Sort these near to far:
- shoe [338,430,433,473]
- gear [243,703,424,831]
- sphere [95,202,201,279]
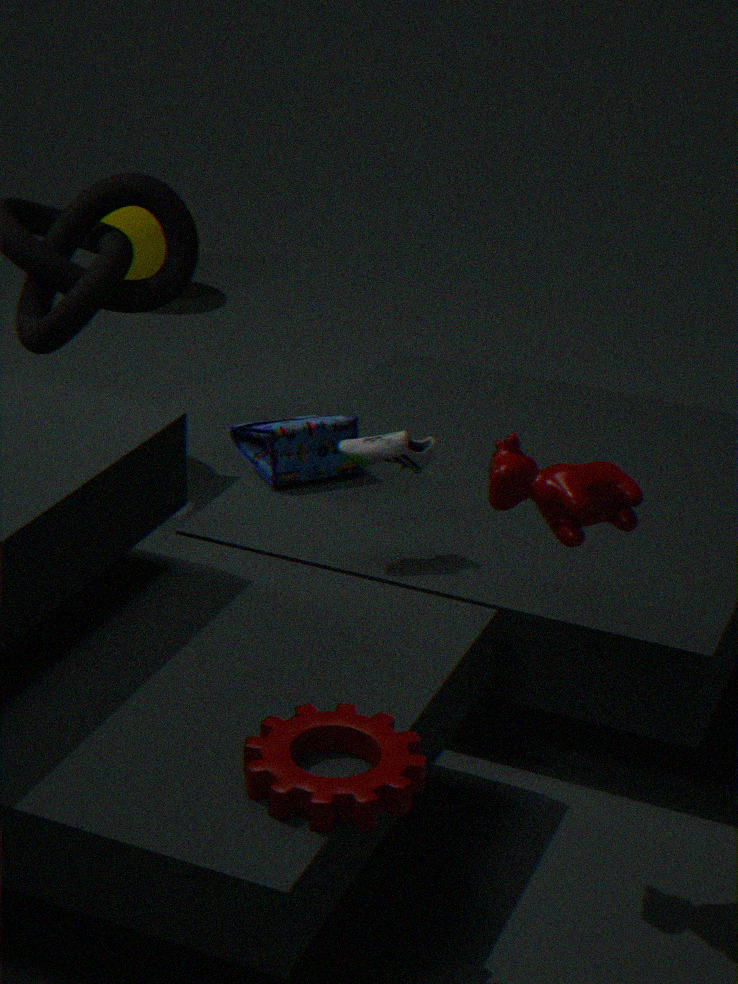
1. gear [243,703,424,831]
2. shoe [338,430,433,473]
3. sphere [95,202,201,279]
